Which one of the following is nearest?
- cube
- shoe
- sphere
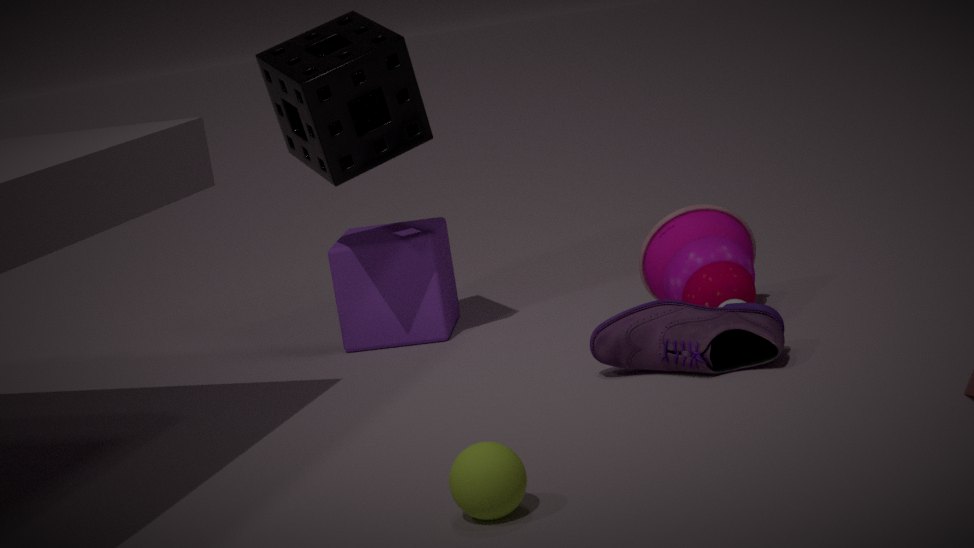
sphere
